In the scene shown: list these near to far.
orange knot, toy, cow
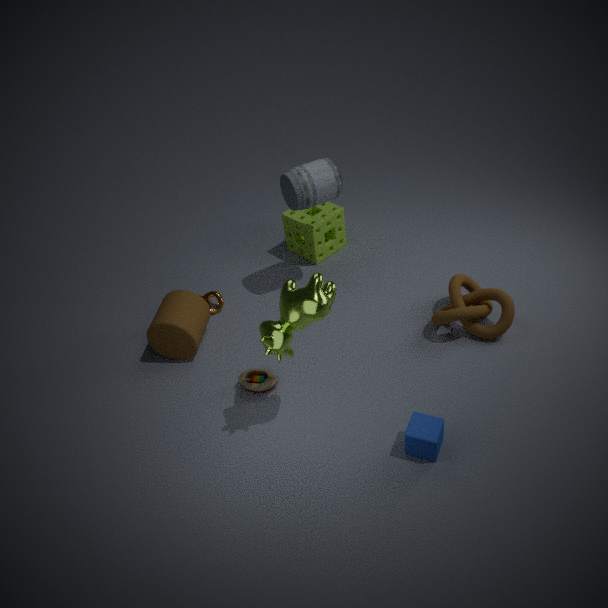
1. cow
2. toy
3. orange knot
